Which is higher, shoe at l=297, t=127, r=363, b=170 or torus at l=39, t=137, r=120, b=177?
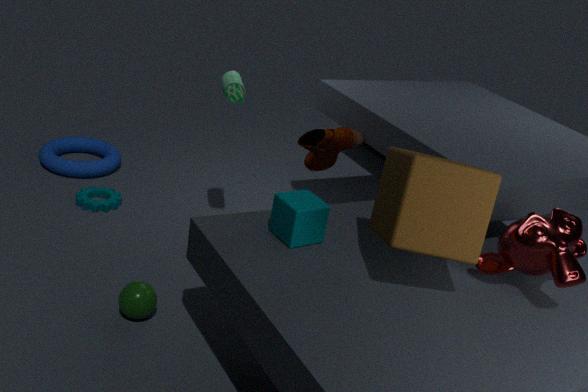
shoe at l=297, t=127, r=363, b=170
